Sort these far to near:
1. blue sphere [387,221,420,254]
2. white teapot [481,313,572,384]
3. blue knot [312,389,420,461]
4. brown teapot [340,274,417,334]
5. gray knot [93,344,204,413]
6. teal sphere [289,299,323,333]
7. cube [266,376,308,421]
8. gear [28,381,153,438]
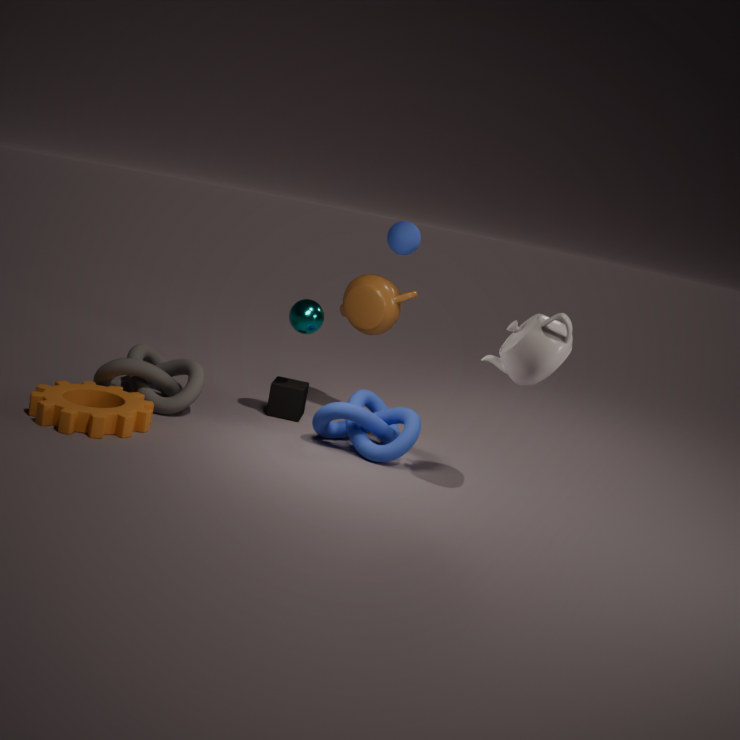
1. brown teapot [340,274,417,334]
2. blue sphere [387,221,420,254]
3. cube [266,376,308,421]
4. teal sphere [289,299,323,333]
5. gray knot [93,344,204,413]
6. blue knot [312,389,420,461]
7. gear [28,381,153,438]
8. white teapot [481,313,572,384]
